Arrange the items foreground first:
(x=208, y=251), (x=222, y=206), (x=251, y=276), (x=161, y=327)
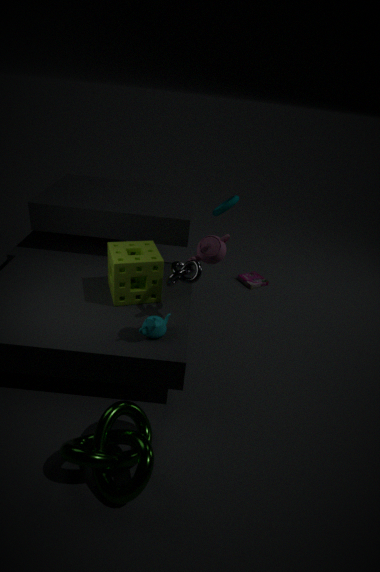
(x=208, y=251) → (x=161, y=327) → (x=222, y=206) → (x=251, y=276)
